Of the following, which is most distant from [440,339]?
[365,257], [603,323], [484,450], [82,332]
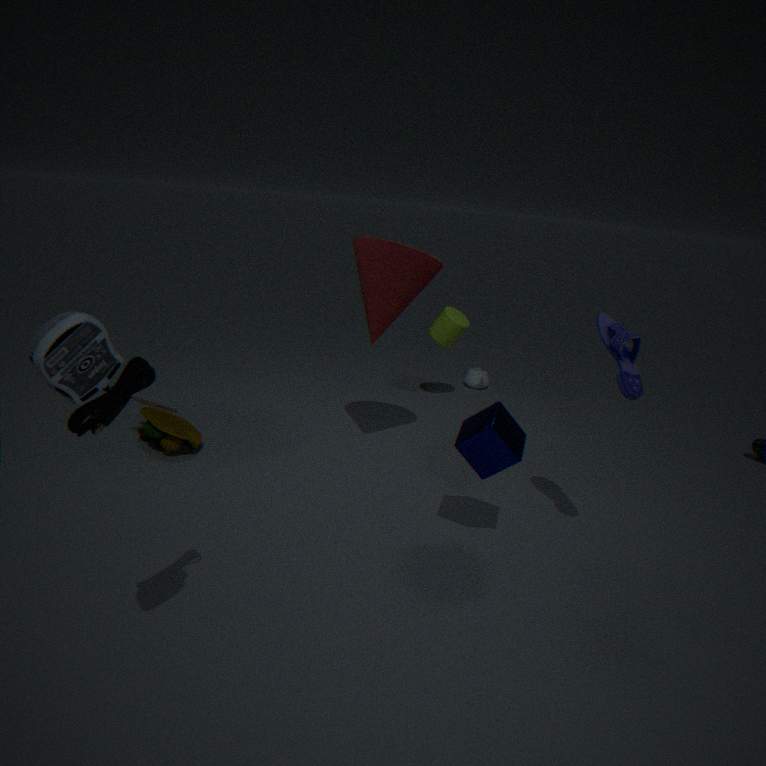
[82,332]
